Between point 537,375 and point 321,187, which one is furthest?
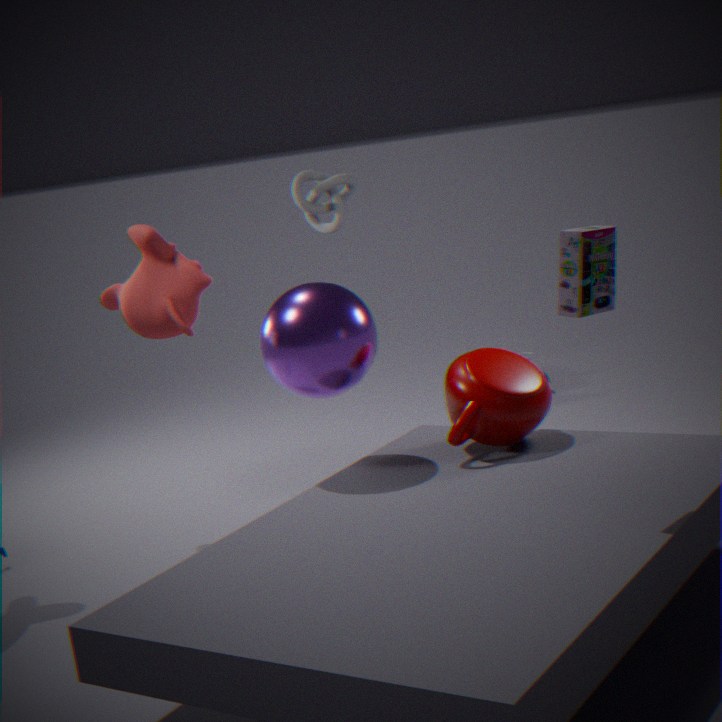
point 321,187
